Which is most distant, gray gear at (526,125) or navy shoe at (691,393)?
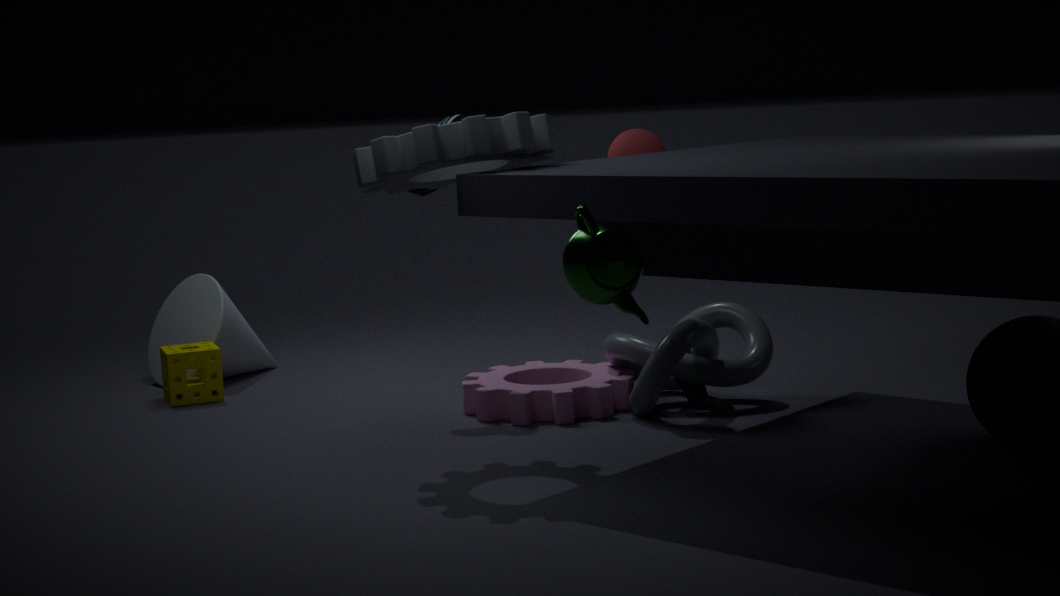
navy shoe at (691,393)
